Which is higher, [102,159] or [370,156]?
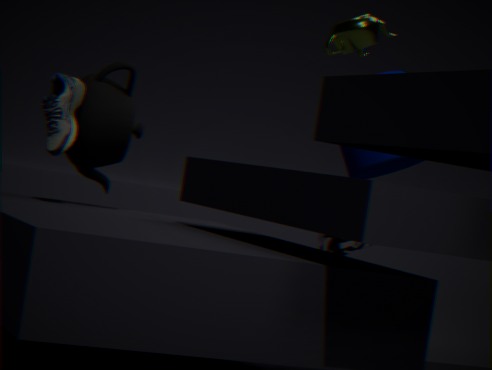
[370,156]
